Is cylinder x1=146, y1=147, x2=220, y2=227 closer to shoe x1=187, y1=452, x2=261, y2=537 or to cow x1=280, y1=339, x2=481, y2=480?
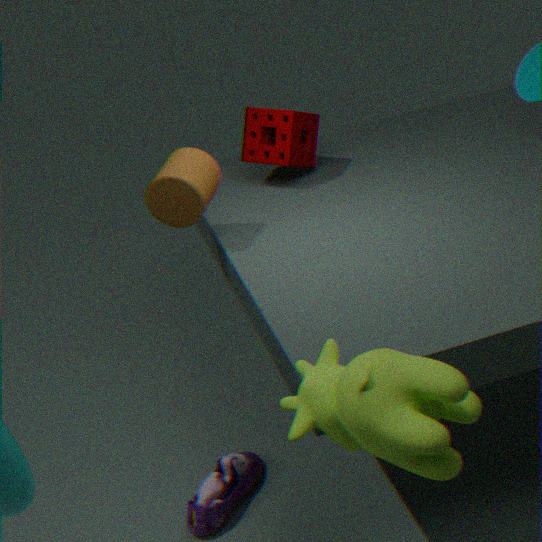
shoe x1=187, y1=452, x2=261, y2=537
